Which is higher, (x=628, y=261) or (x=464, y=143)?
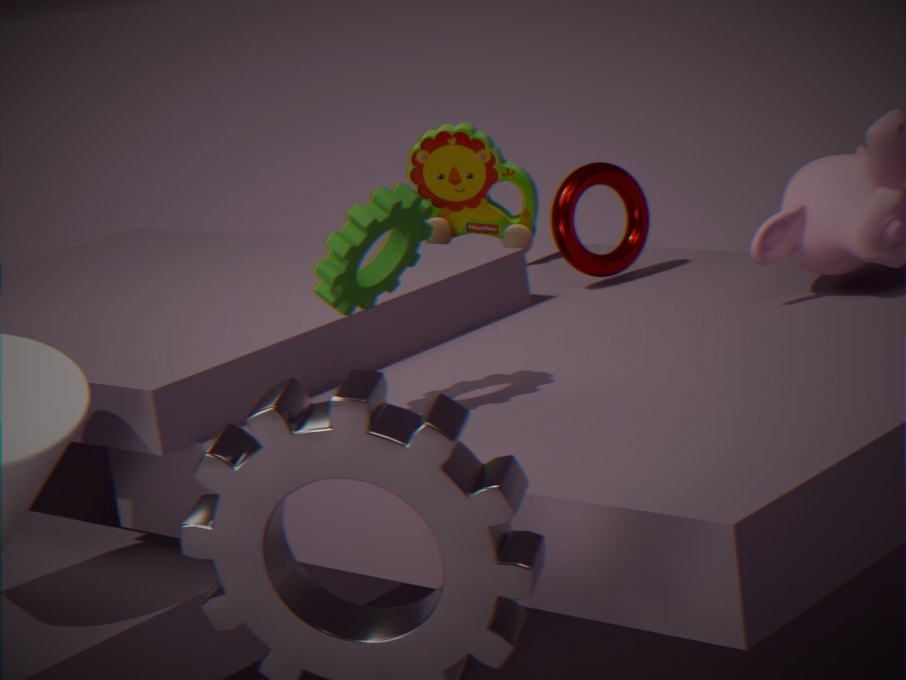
(x=464, y=143)
